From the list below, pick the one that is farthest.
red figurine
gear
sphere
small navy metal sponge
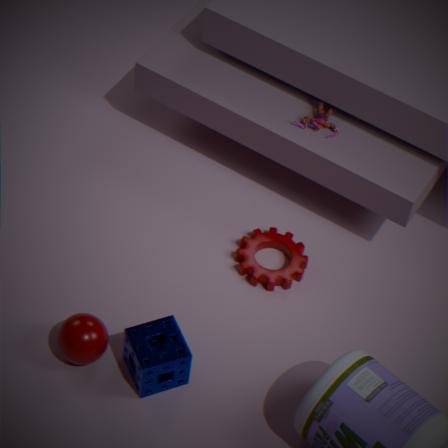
red figurine
